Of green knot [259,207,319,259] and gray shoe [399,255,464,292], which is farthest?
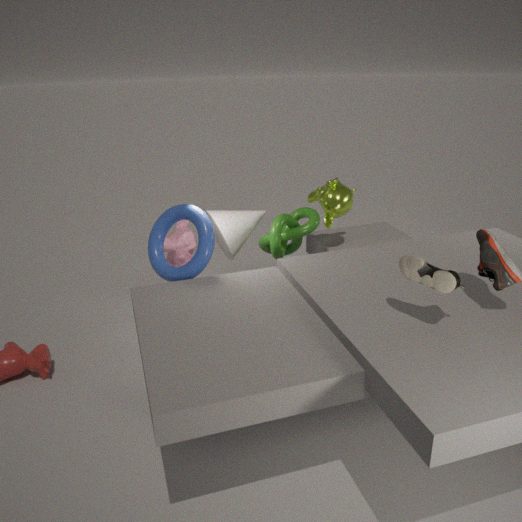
green knot [259,207,319,259]
